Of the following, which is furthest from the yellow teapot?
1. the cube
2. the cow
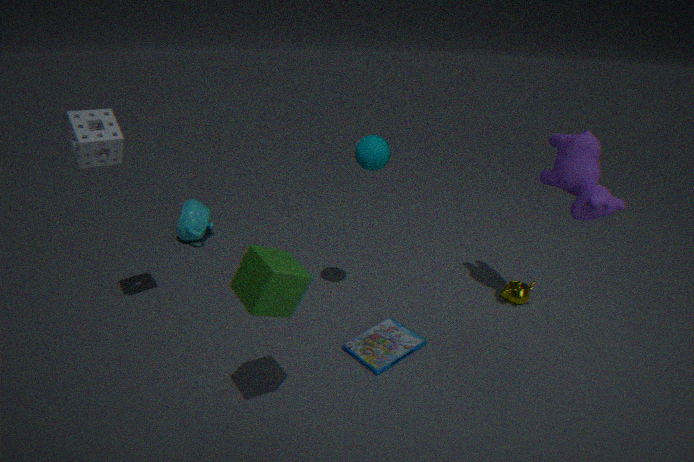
the cube
